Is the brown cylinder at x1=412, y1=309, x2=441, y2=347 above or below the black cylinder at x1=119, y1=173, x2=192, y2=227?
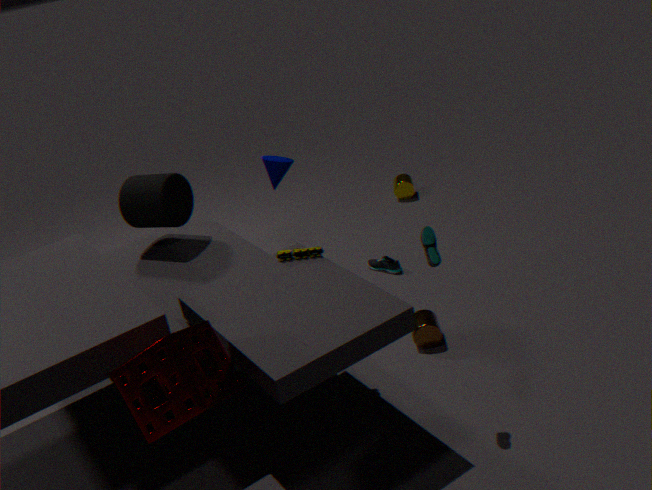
below
